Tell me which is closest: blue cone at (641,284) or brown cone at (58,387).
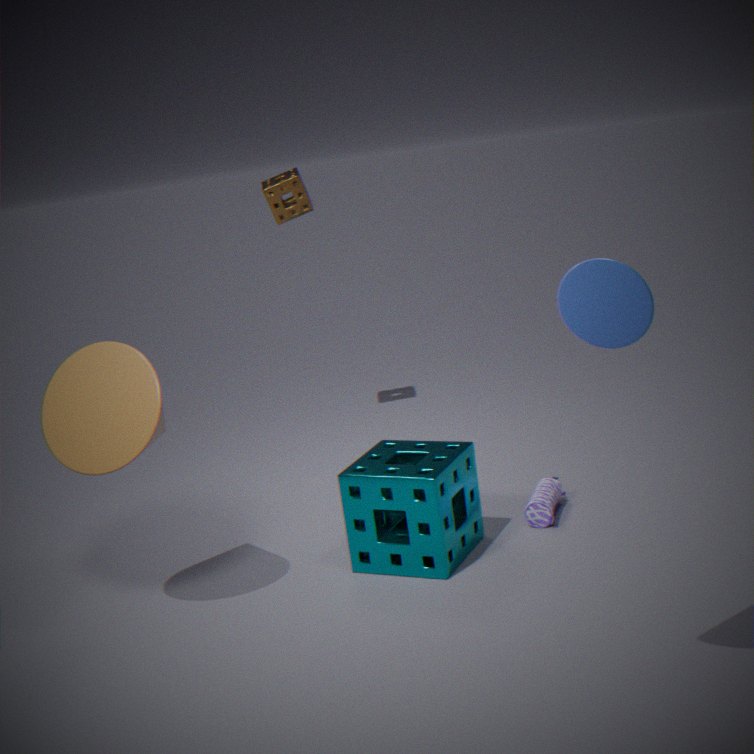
blue cone at (641,284)
